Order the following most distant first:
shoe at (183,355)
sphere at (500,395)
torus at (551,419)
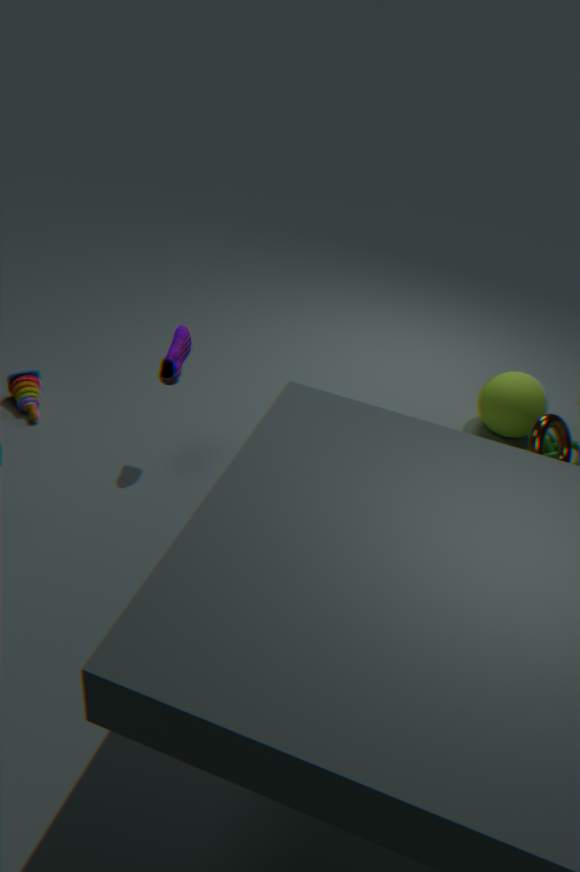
sphere at (500,395) → shoe at (183,355) → torus at (551,419)
